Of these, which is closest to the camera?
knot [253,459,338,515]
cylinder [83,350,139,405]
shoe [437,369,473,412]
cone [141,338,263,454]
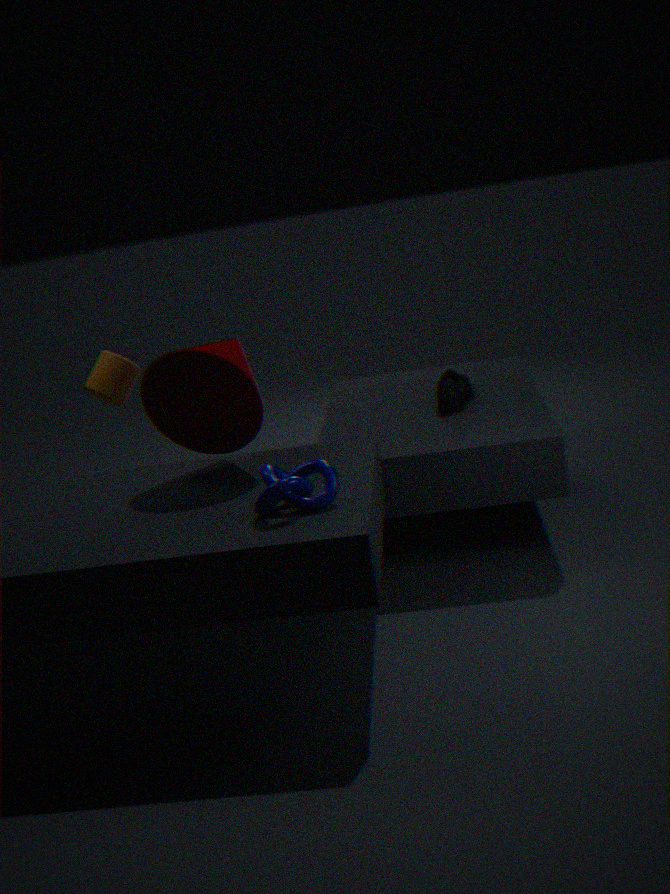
knot [253,459,338,515]
